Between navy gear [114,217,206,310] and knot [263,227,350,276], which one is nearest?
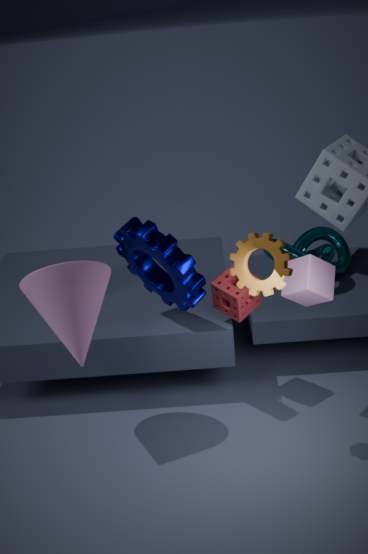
navy gear [114,217,206,310]
